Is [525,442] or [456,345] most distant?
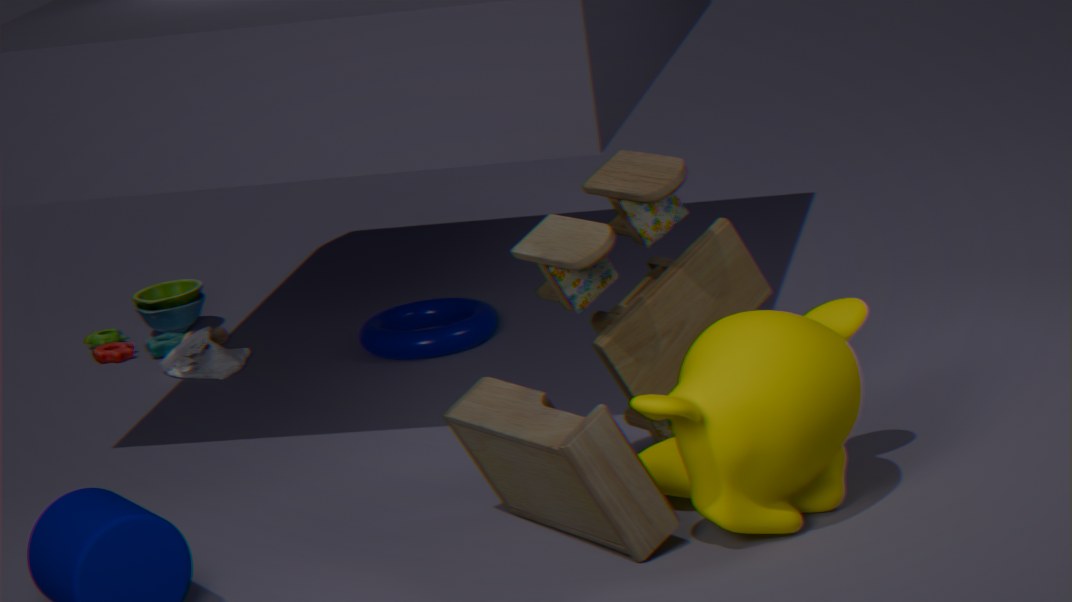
[456,345]
